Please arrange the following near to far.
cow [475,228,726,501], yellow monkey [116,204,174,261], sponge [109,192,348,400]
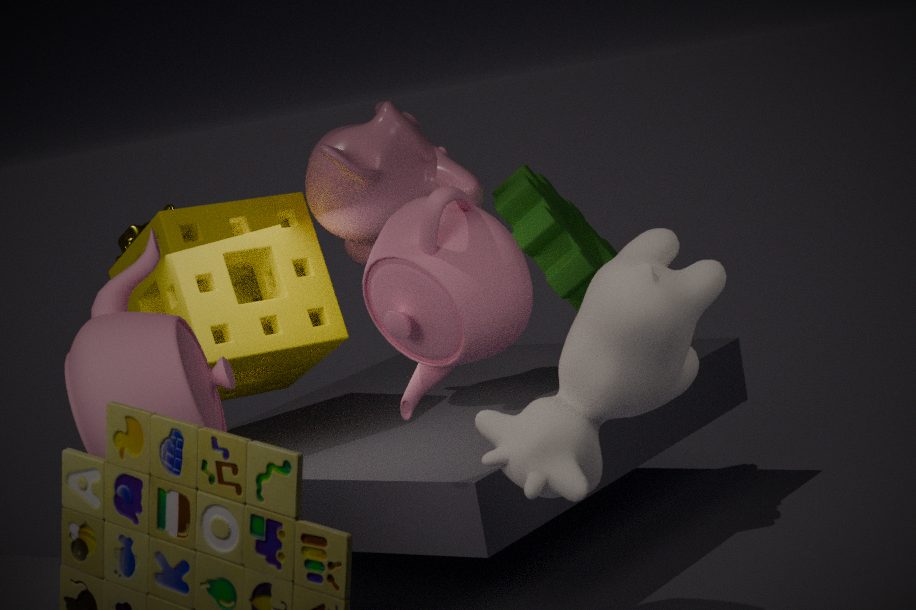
cow [475,228,726,501] < sponge [109,192,348,400] < yellow monkey [116,204,174,261]
